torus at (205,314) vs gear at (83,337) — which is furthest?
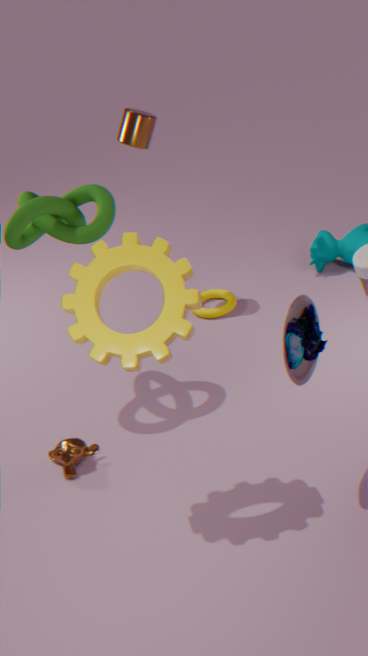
torus at (205,314)
